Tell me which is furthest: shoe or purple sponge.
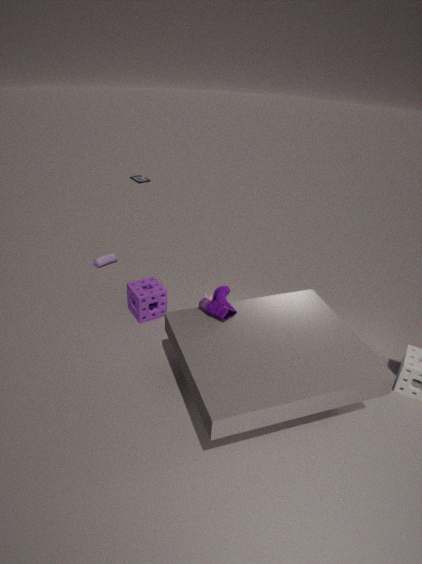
purple sponge
